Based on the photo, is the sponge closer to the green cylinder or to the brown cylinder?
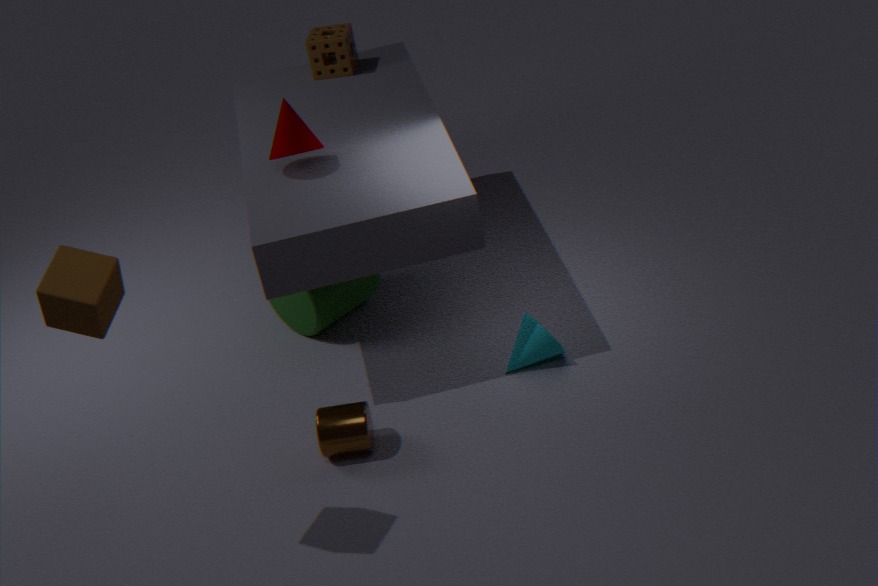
the green cylinder
